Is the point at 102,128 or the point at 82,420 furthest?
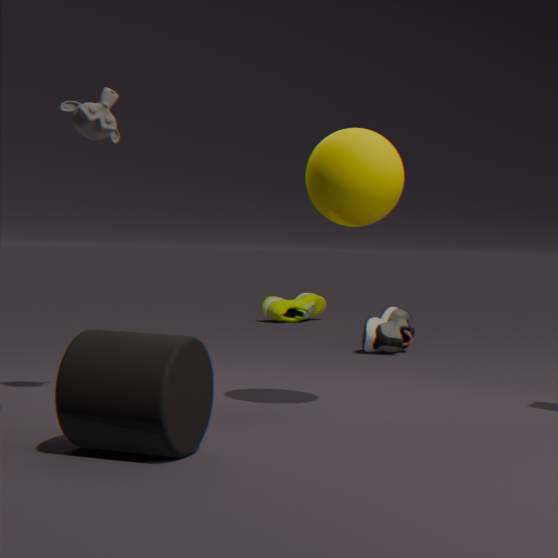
the point at 102,128
